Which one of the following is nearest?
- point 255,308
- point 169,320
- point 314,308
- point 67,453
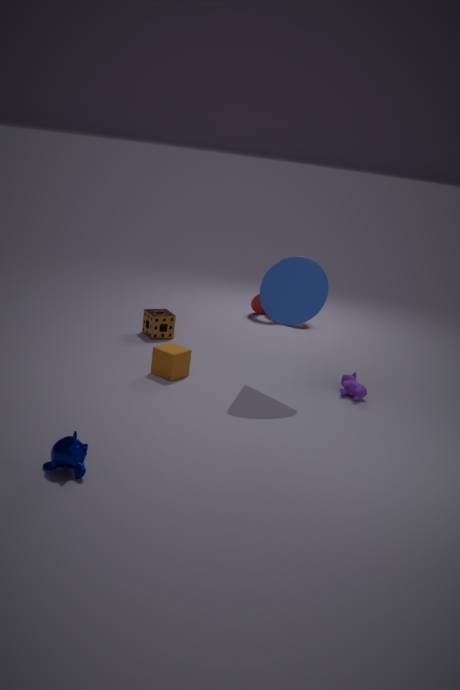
point 67,453
